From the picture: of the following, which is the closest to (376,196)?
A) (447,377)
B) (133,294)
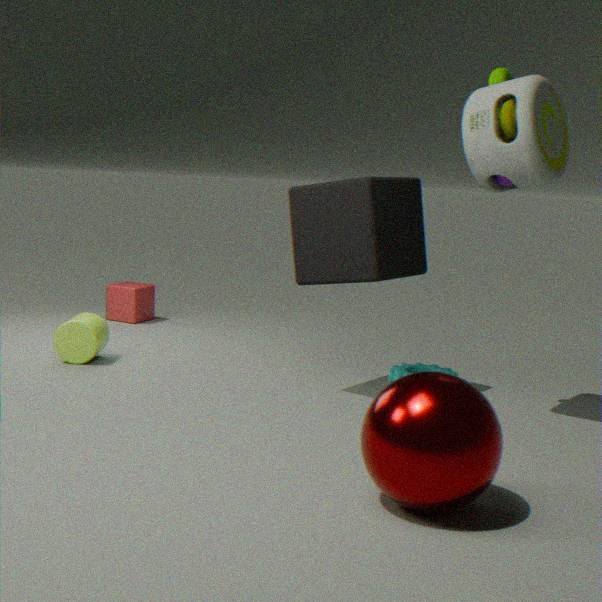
(447,377)
